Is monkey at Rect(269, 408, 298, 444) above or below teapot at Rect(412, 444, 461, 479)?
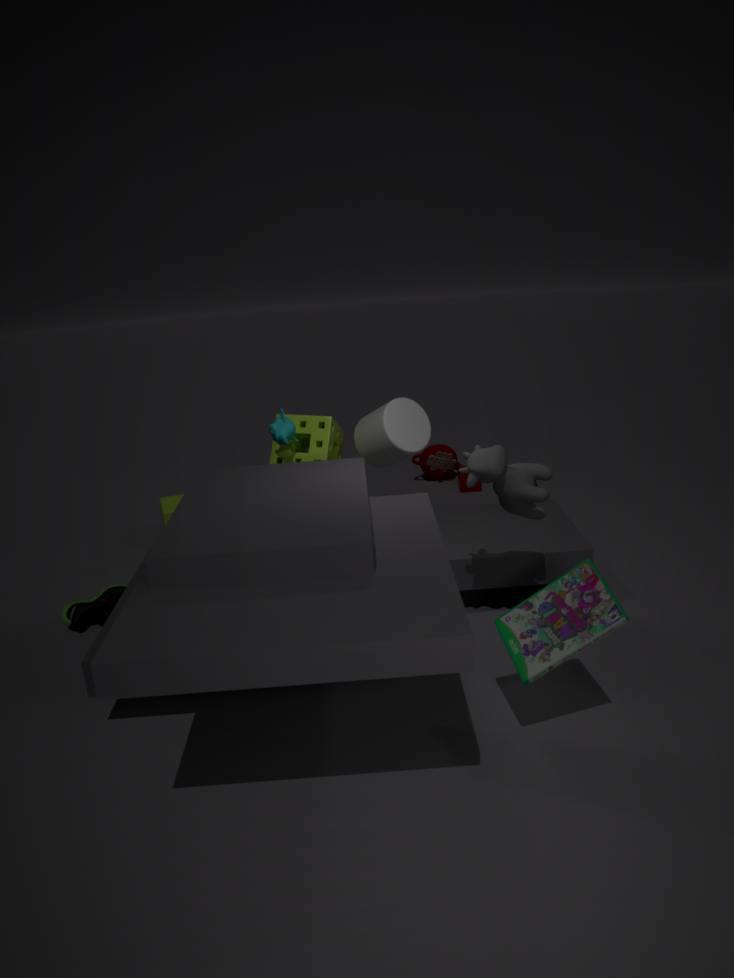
above
